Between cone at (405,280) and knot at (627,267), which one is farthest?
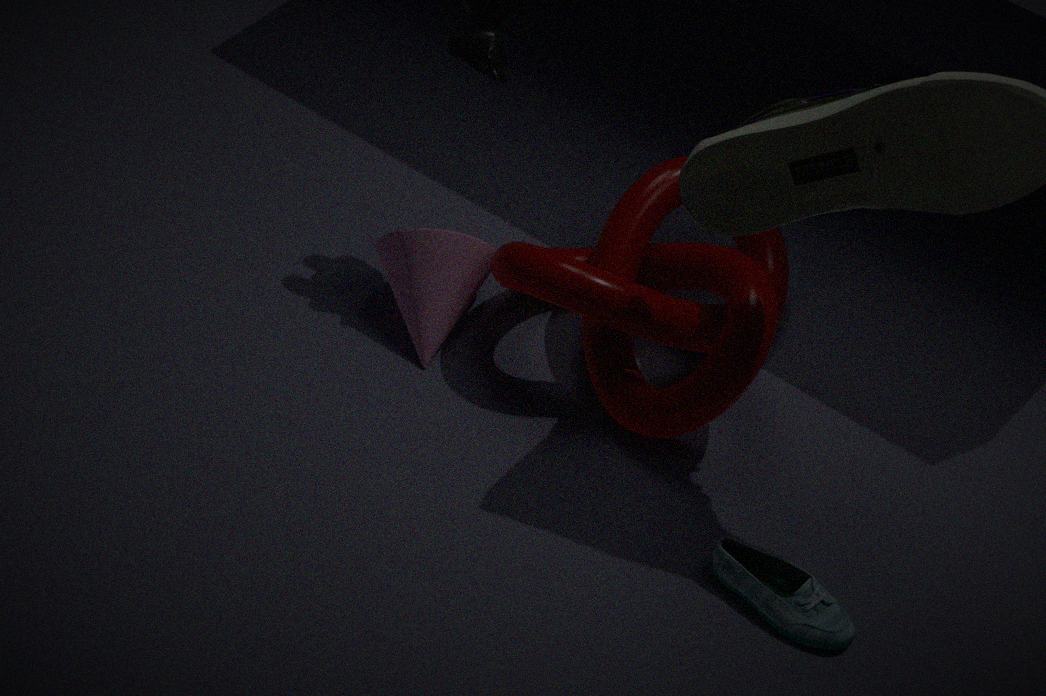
cone at (405,280)
